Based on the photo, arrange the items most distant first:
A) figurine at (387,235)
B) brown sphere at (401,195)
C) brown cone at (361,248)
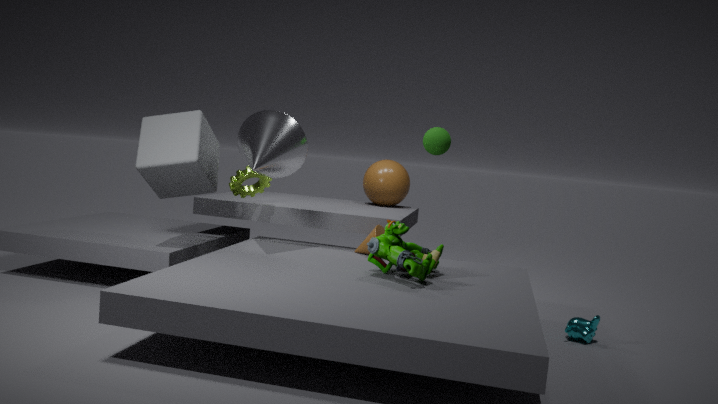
brown sphere at (401,195)
brown cone at (361,248)
figurine at (387,235)
